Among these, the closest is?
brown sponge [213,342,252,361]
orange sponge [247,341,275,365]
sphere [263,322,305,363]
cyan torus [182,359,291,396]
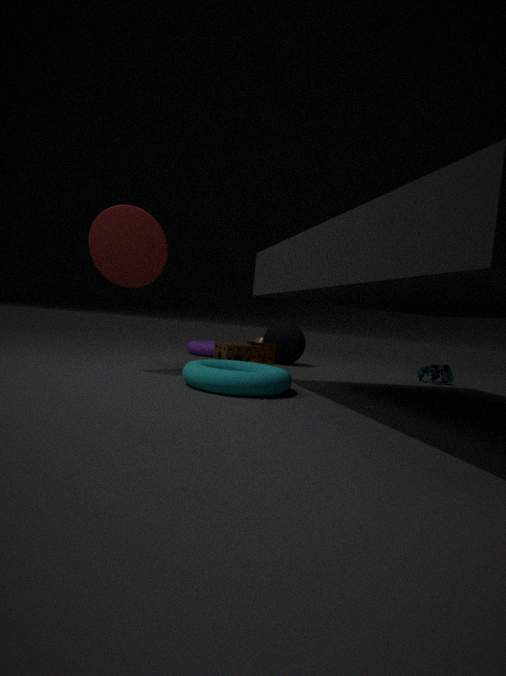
cyan torus [182,359,291,396]
